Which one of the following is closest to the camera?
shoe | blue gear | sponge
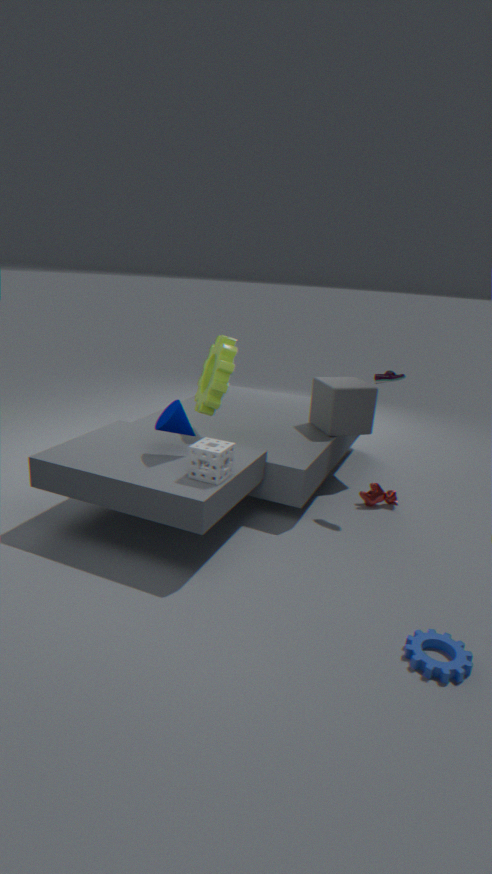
blue gear
